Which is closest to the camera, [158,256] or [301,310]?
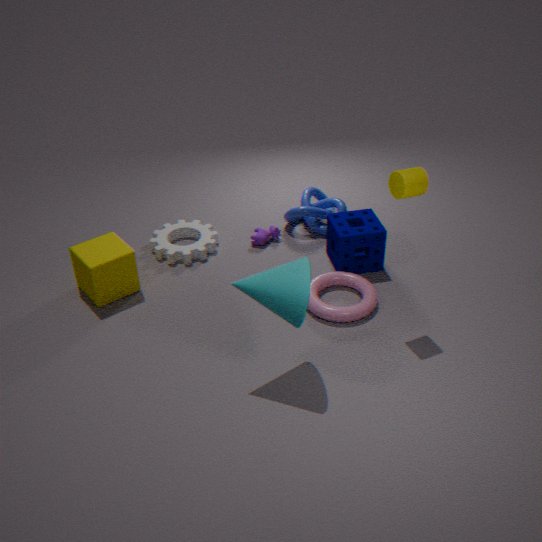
[301,310]
